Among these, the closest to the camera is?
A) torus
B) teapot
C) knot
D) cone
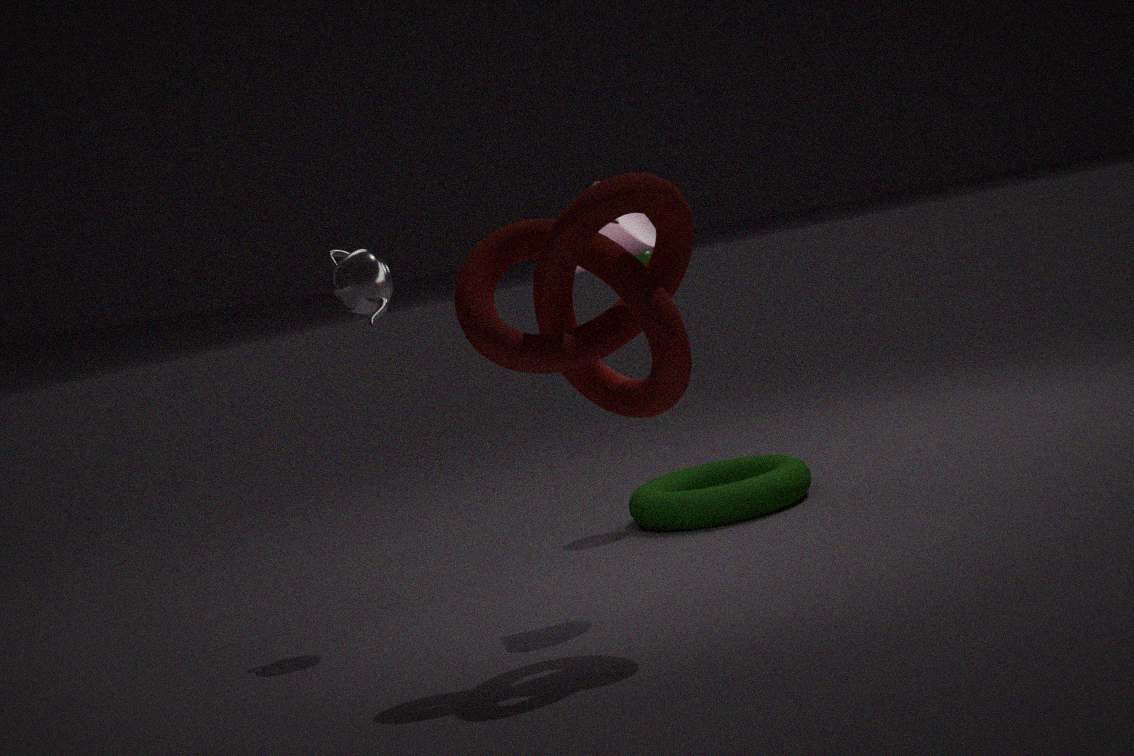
knot
